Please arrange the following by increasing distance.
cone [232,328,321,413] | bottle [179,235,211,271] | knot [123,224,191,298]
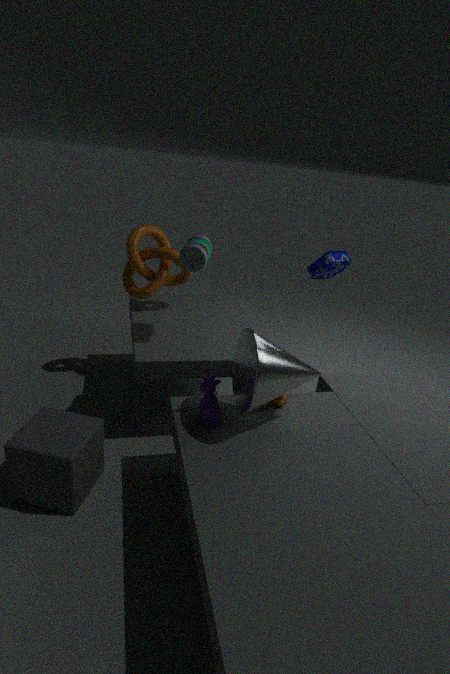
1. cone [232,328,321,413]
2. bottle [179,235,211,271]
3. knot [123,224,191,298]
